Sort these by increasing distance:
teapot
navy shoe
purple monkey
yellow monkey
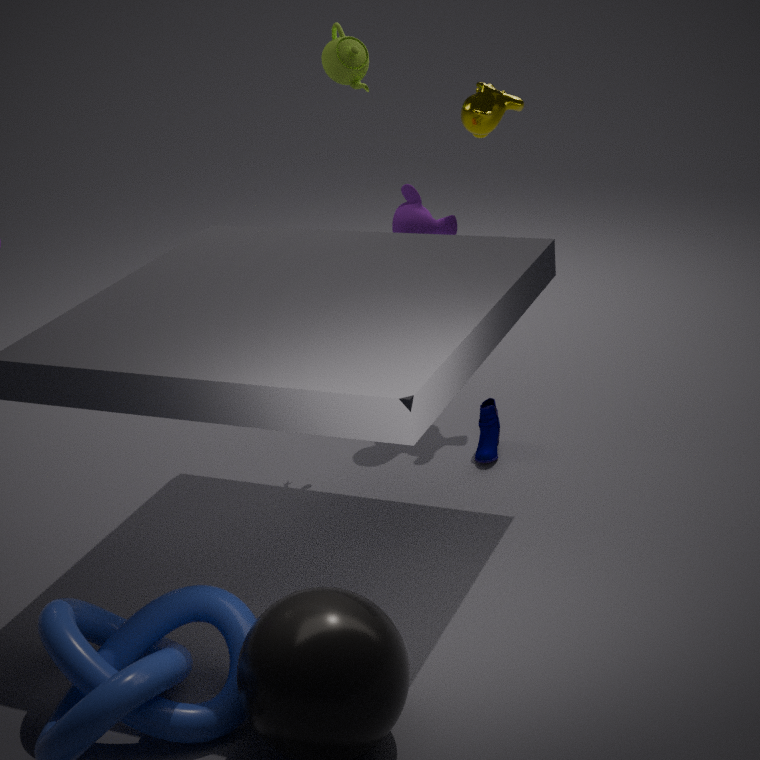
navy shoe → purple monkey → yellow monkey → teapot
